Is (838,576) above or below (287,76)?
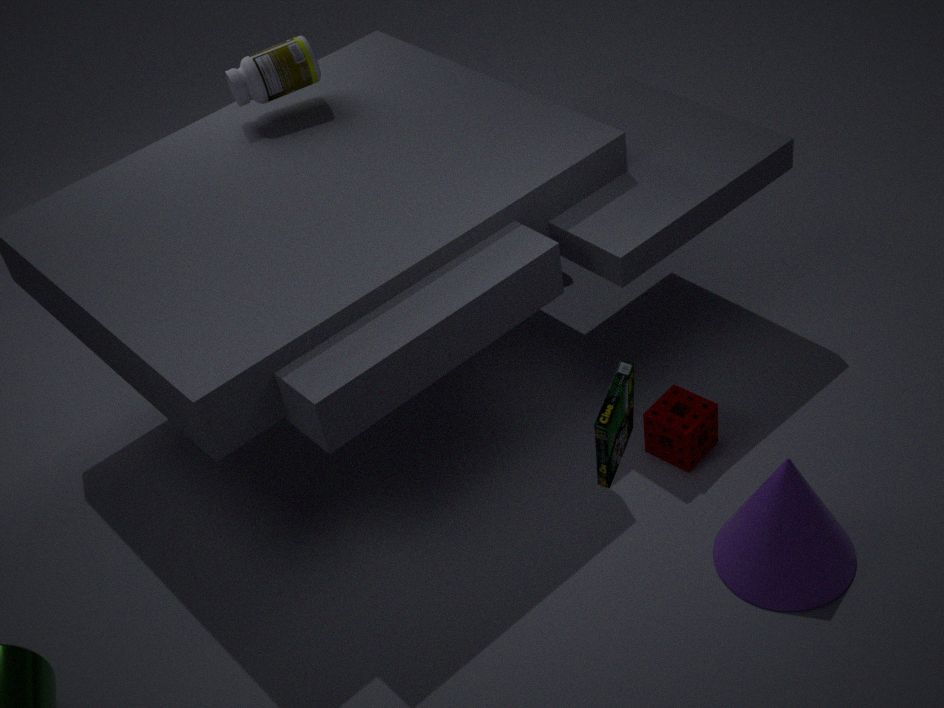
below
